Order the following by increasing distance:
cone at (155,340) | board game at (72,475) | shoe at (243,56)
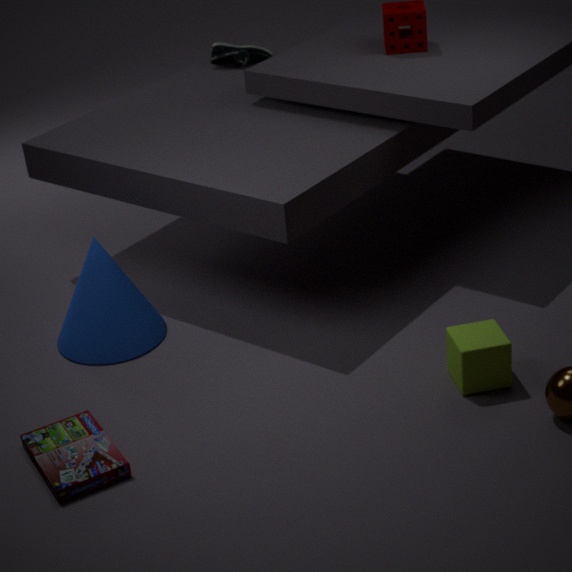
board game at (72,475)
cone at (155,340)
shoe at (243,56)
